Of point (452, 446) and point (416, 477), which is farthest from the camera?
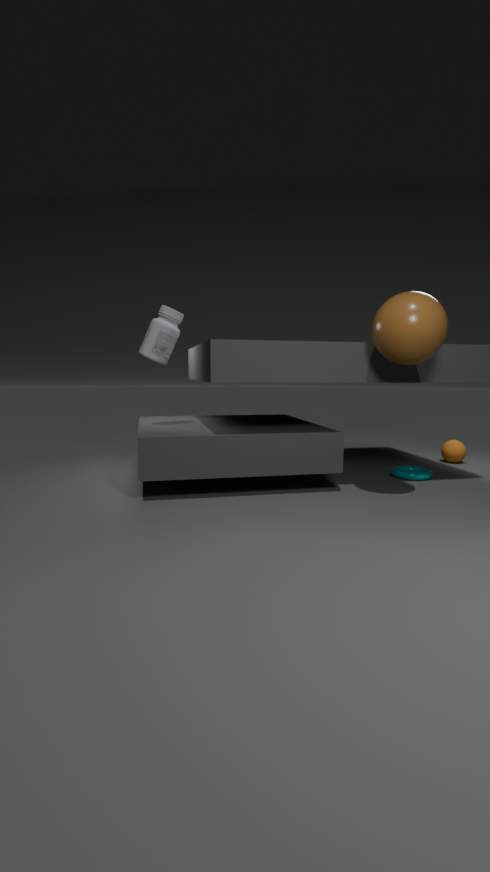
point (452, 446)
